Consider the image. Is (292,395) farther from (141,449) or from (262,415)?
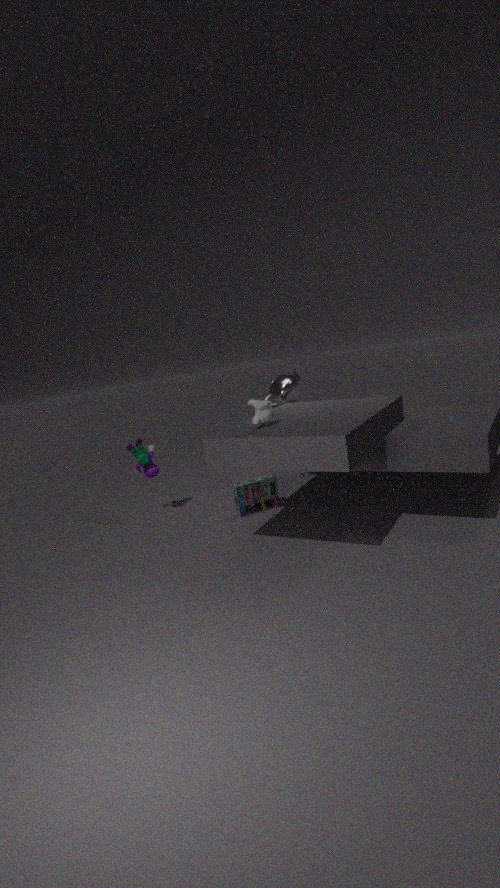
(141,449)
